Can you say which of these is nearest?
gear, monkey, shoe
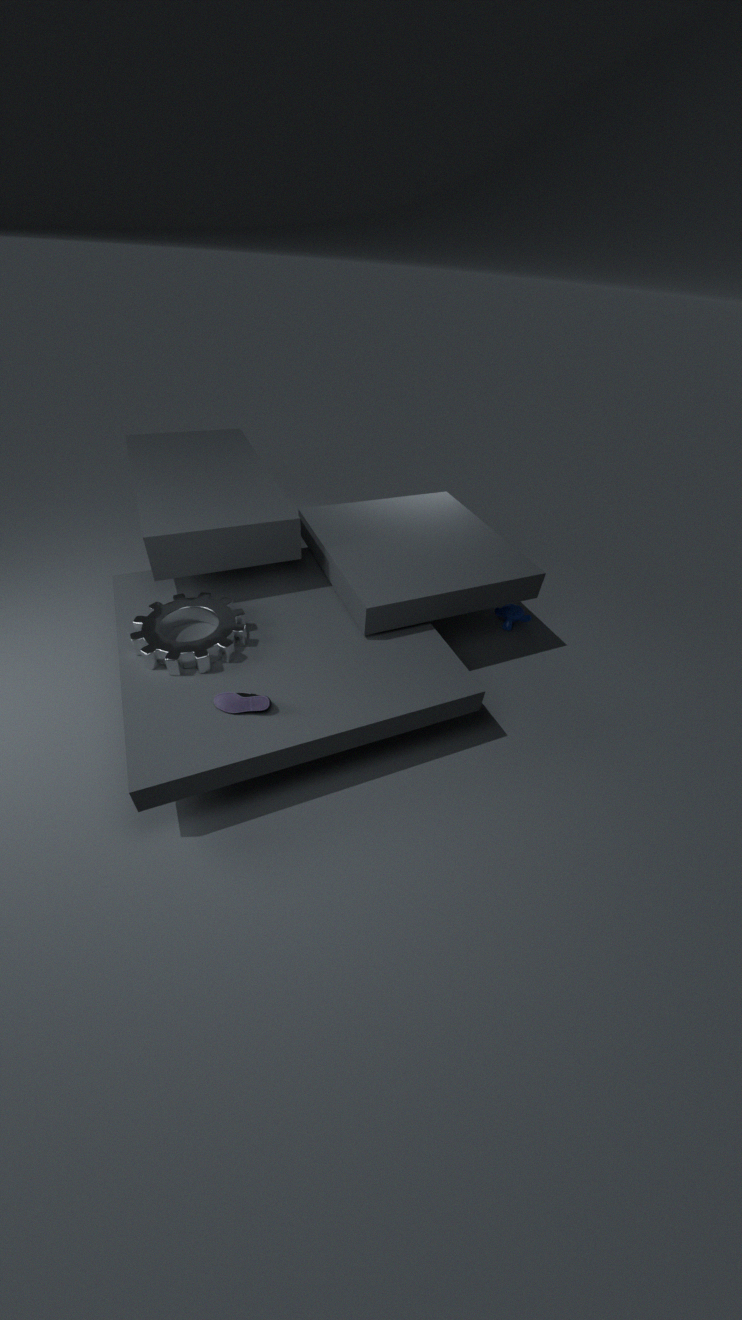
shoe
